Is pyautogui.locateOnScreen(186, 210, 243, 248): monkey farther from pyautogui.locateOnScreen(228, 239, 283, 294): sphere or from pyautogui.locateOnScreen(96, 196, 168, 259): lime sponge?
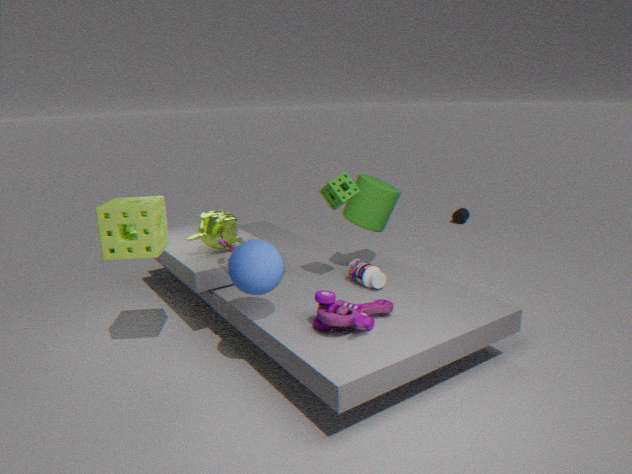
pyautogui.locateOnScreen(228, 239, 283, 294): sphere
